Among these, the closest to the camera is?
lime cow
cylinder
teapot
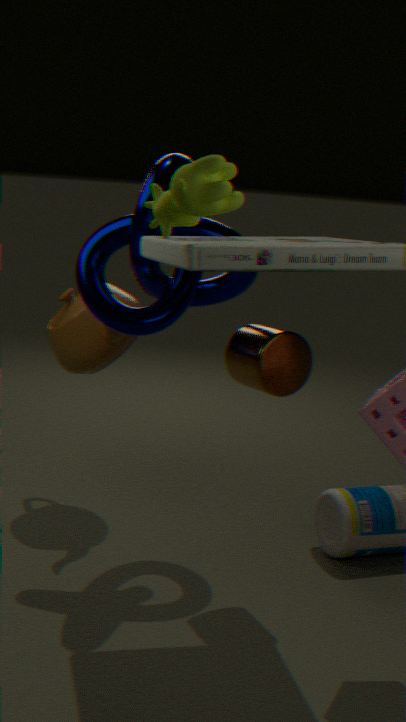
lime cow
